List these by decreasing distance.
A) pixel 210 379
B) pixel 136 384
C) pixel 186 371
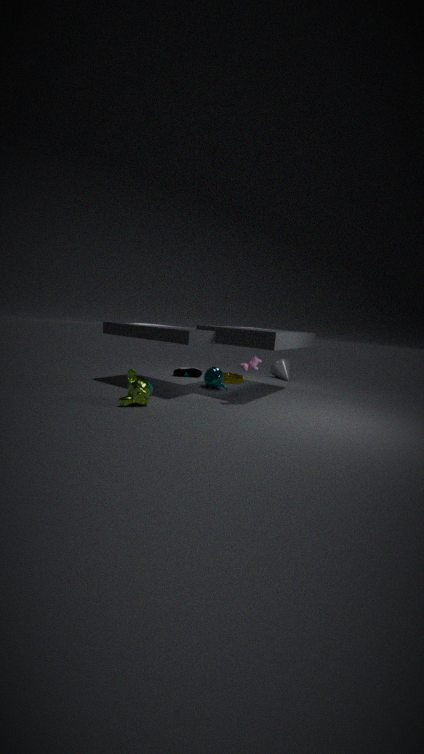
pixel 186 371
pixel 210 379
pixel 136 384
